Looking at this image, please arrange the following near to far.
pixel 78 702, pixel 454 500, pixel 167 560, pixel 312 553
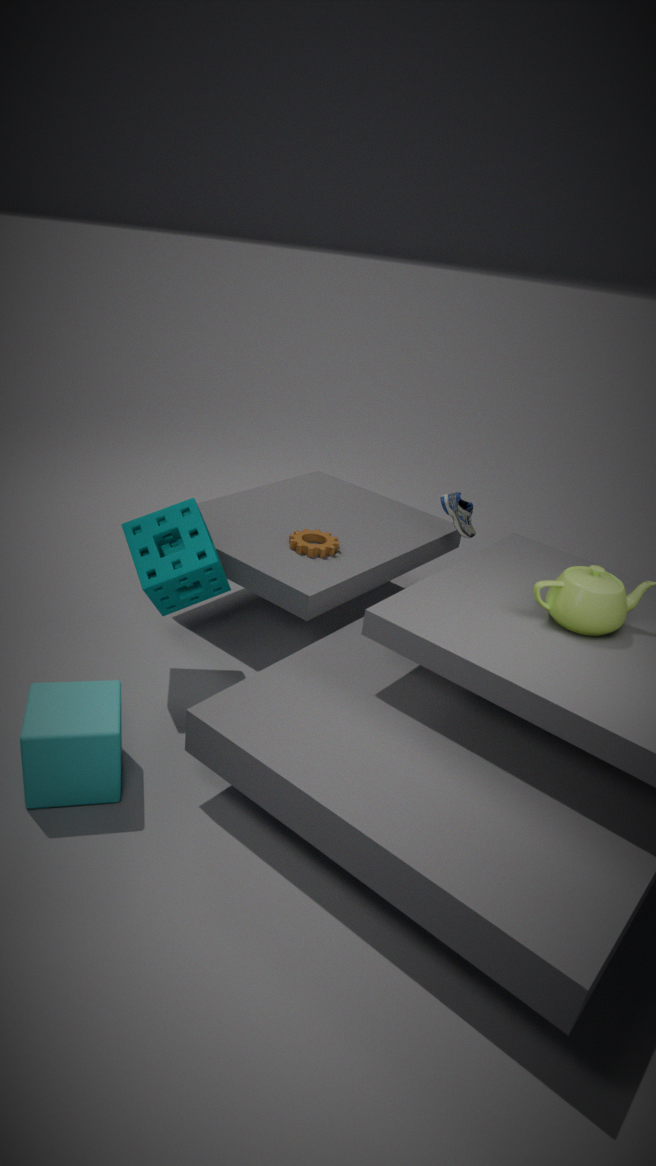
1. pixel 78 702
2. pixel 167 560
3. pixel 312 553
4. pixel 454 500
